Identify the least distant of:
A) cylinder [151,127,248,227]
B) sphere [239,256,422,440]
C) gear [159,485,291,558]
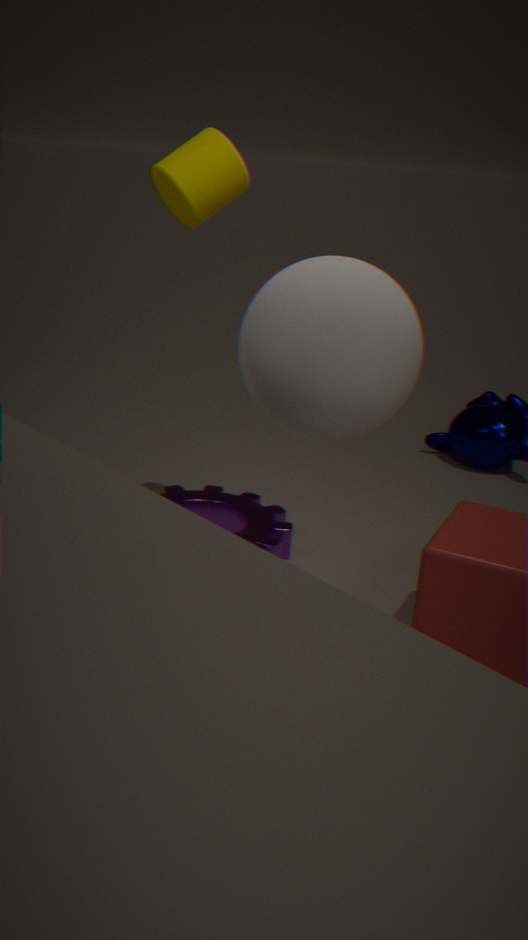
sphere [239,256,422,440]
